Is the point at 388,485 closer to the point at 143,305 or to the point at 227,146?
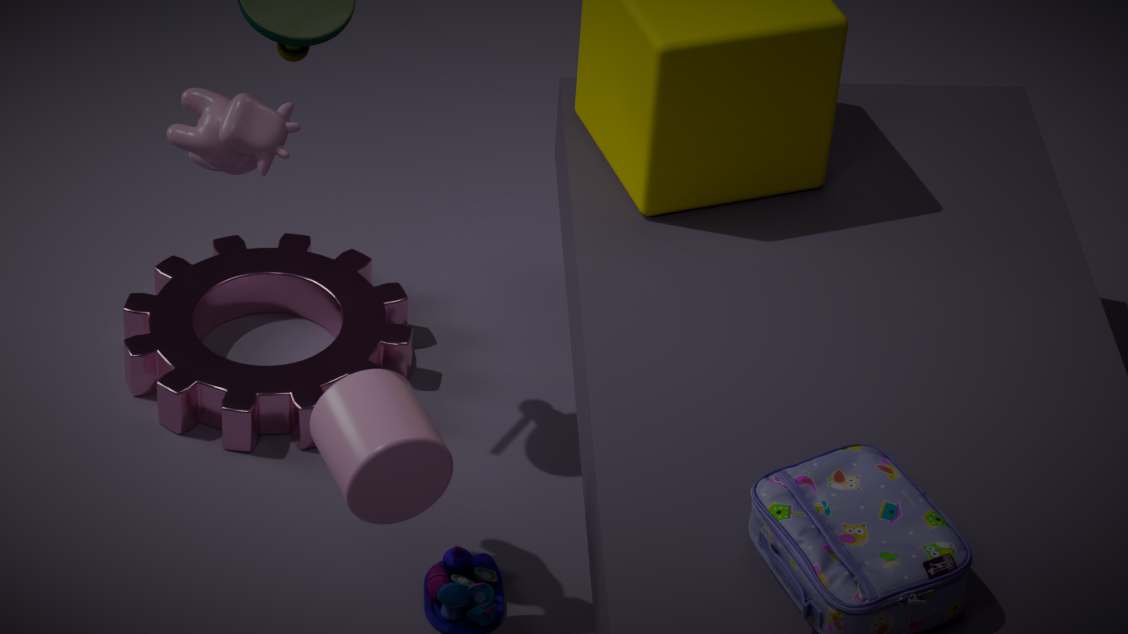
the point at 227,146
